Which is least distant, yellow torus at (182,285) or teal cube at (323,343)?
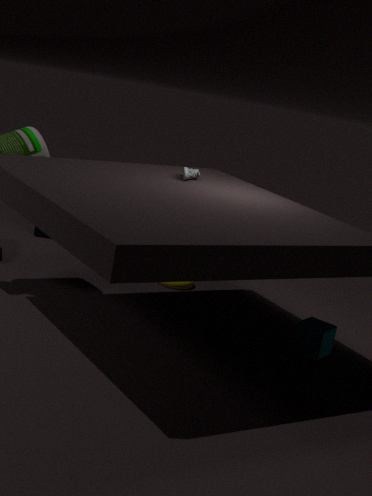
teal cube at (323,343)
